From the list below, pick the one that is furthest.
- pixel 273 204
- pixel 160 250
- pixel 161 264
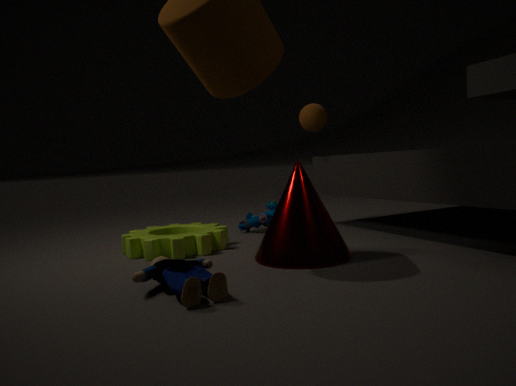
pixel 273 204
